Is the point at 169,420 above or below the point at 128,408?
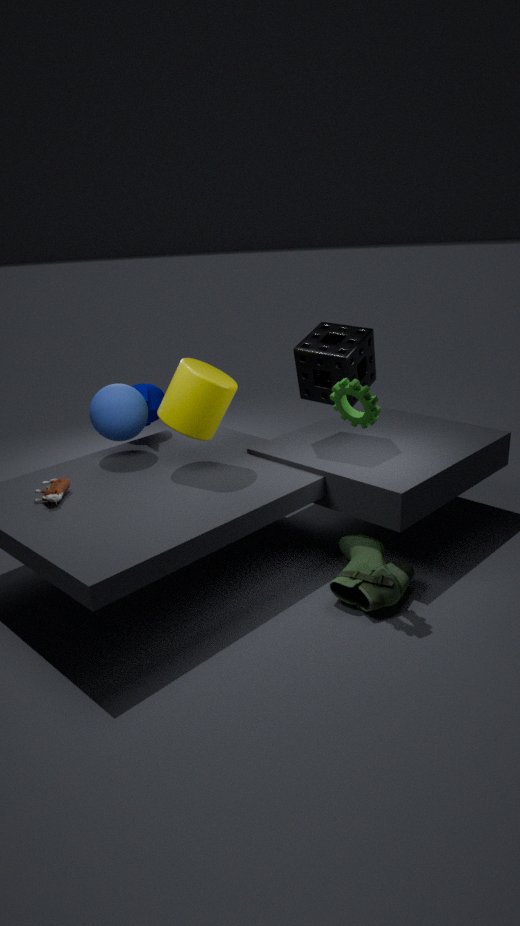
above
